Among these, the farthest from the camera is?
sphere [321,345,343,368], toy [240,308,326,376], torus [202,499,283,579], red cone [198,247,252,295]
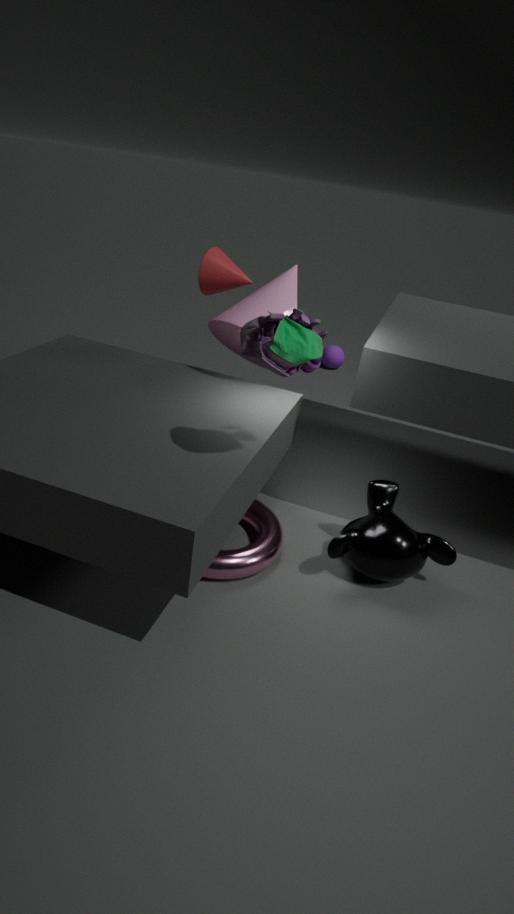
sphere [321,345,343,368]
